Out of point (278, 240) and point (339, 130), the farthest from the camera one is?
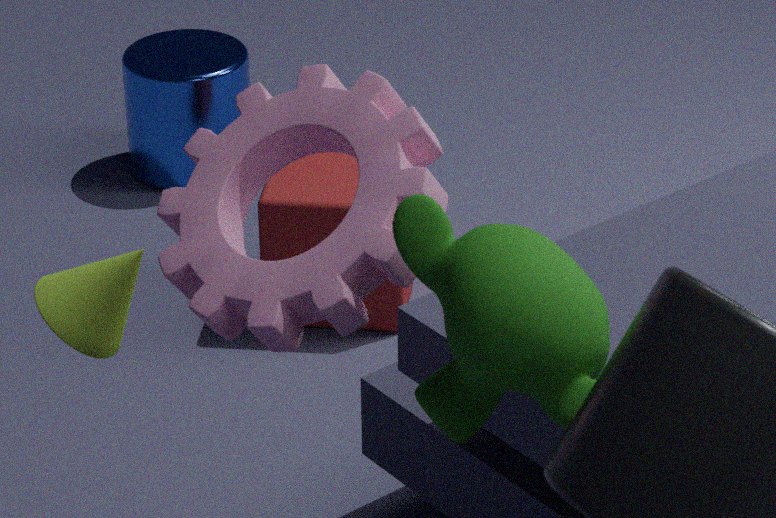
point (278, 240)
